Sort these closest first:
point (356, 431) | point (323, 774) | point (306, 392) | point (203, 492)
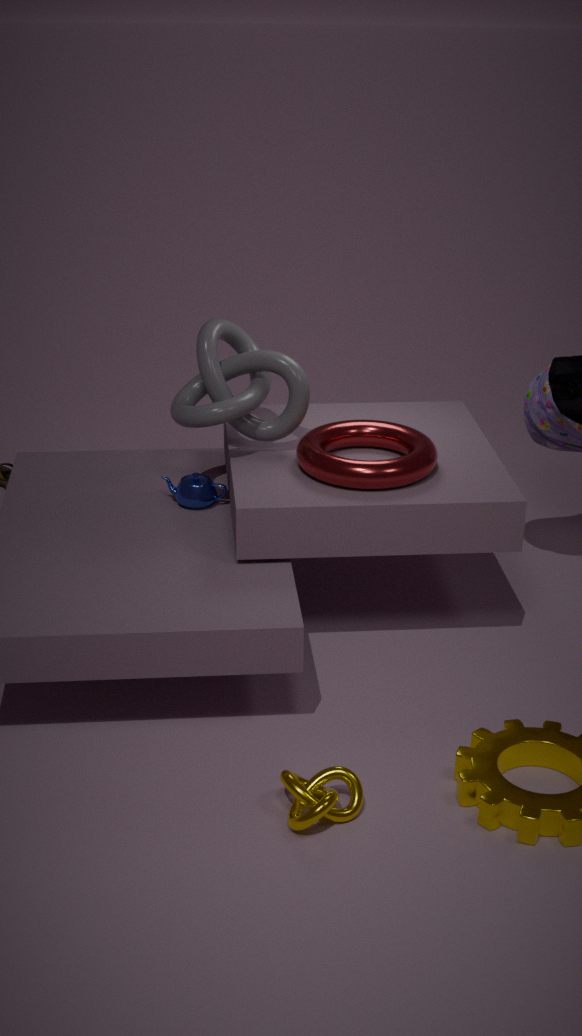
point (323, 774)
point (306, 392)
point (356, 431)
point (203, 492)
